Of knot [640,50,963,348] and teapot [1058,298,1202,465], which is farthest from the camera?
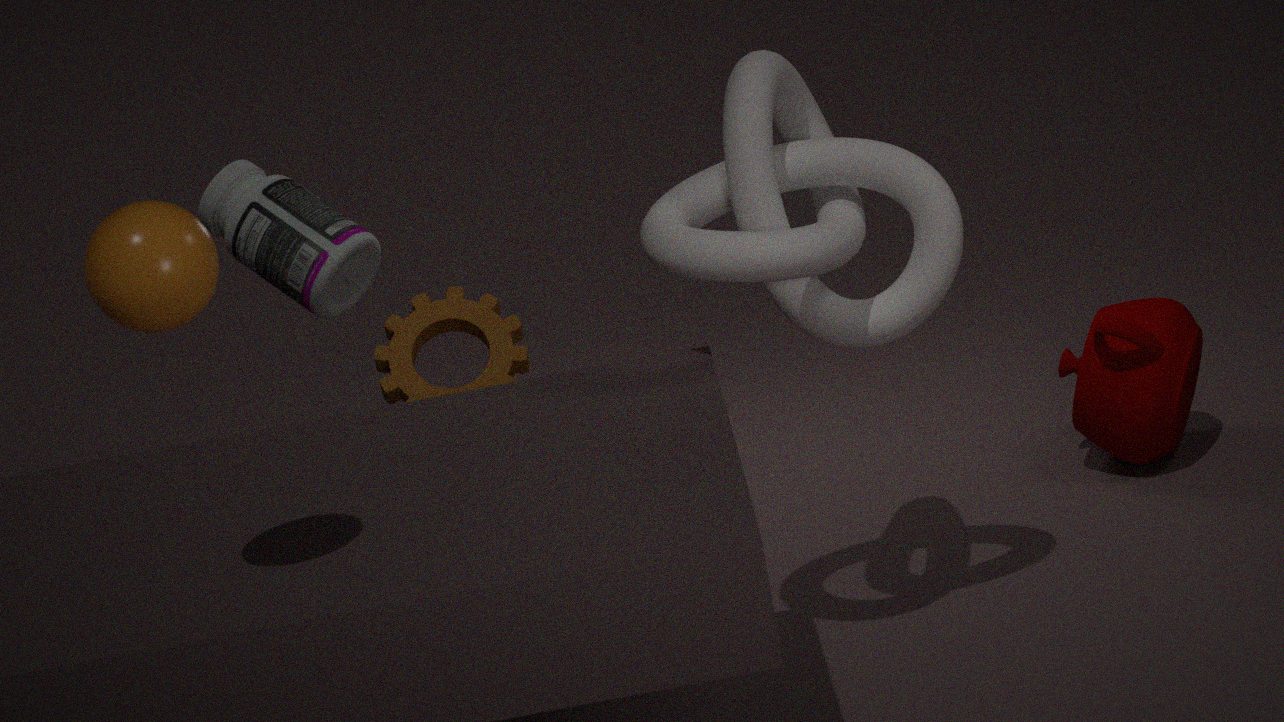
teapot [1058,298,1202,465]
